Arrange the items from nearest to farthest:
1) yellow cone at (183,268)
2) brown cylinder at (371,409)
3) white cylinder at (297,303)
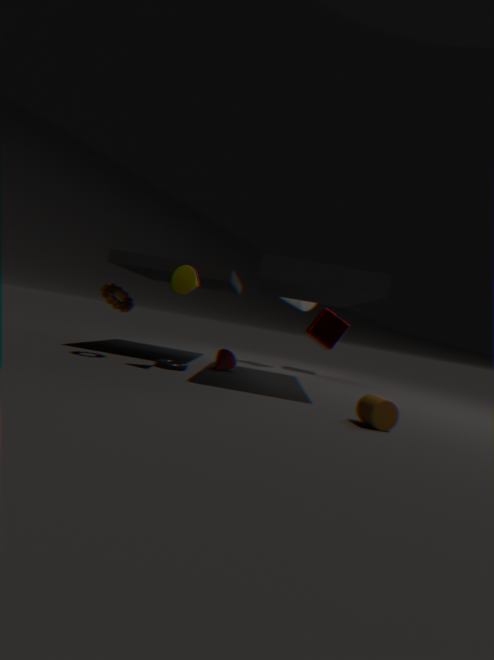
2. brown cylinder at (371,409)
1. yellow cone at (183,268)
3. white cylinder at (297,303)
